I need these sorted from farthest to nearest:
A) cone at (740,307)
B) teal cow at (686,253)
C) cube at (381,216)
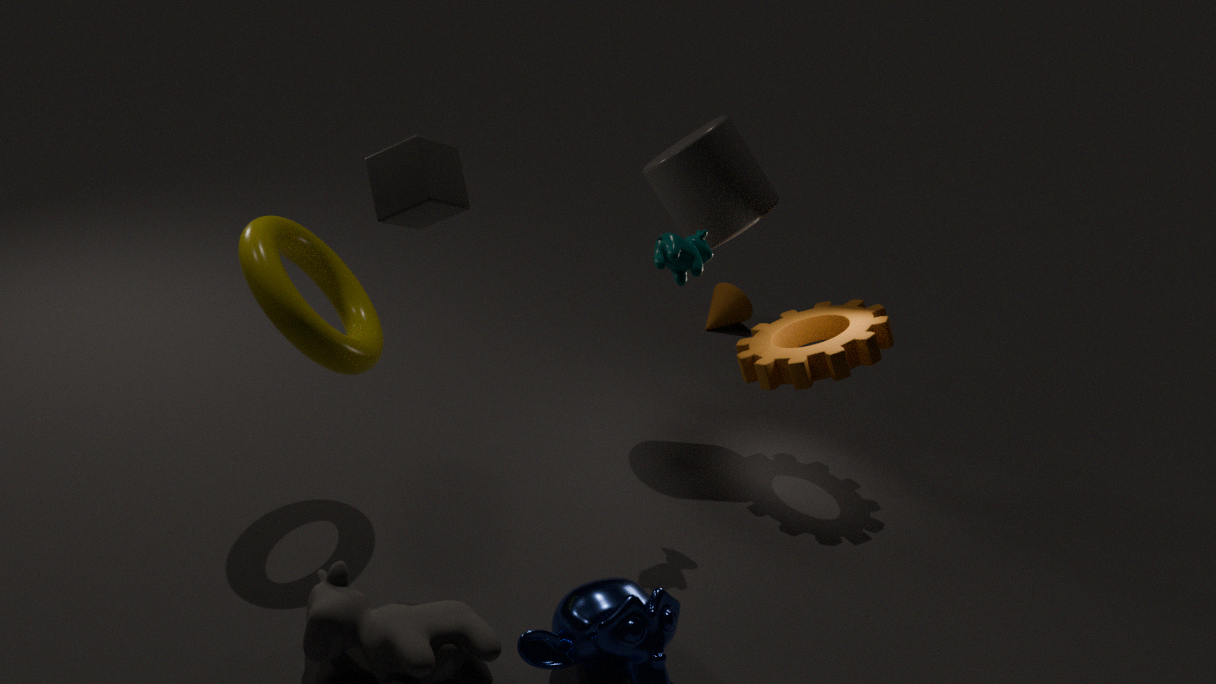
cone at (740,307) → teal cow at (686,253) → cube at (381,216)
